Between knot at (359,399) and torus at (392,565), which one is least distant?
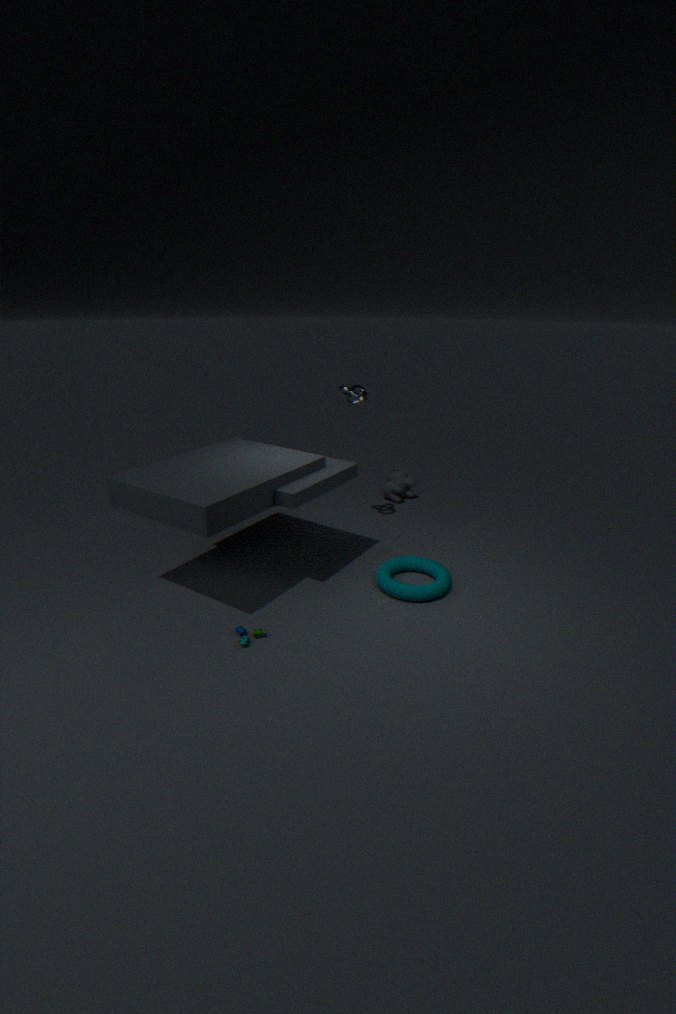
torus at (392,565)
